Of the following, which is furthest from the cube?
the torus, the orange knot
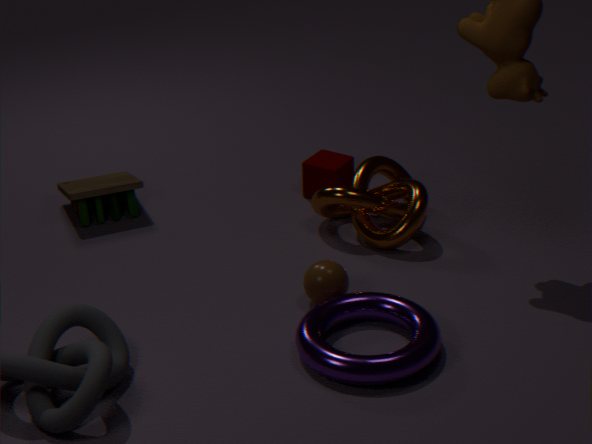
the torus
